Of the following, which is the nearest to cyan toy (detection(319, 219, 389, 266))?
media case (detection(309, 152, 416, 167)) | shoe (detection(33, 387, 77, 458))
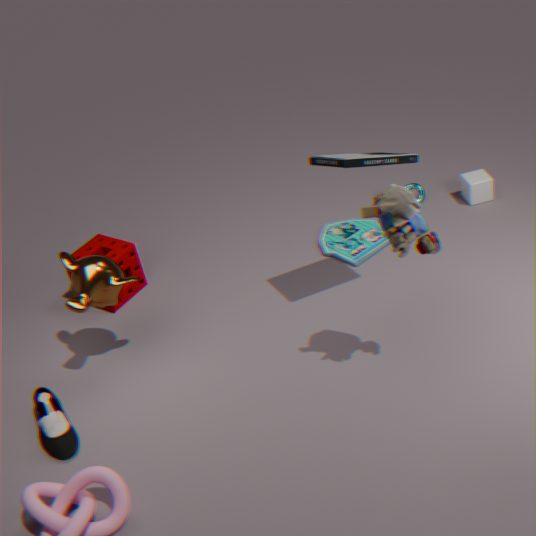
media case (detection(309, 152, 416, 167))
